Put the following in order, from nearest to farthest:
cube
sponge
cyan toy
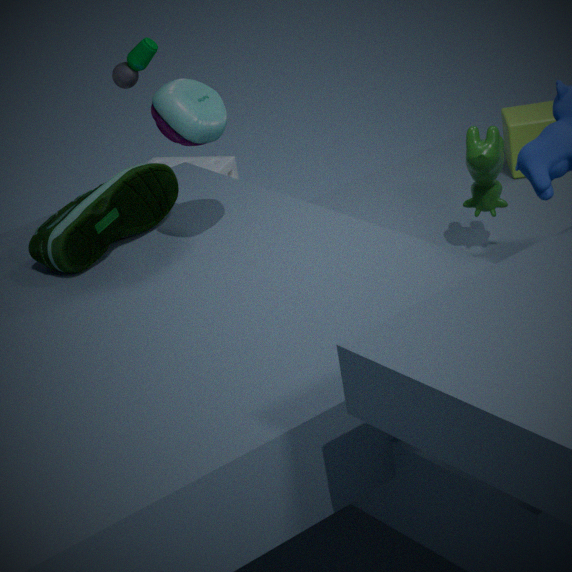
cyan toy → cube → sponge
